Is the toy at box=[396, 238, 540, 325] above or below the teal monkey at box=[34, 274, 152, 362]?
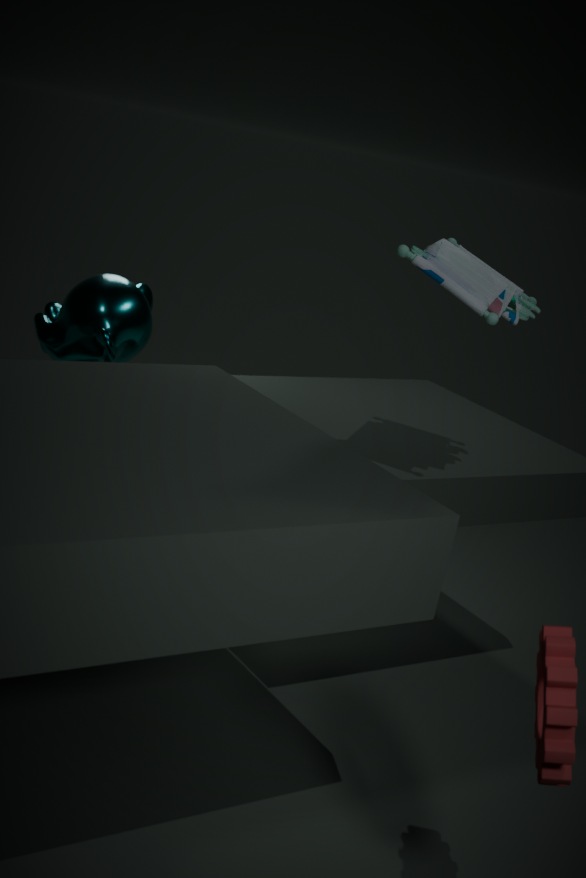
above
